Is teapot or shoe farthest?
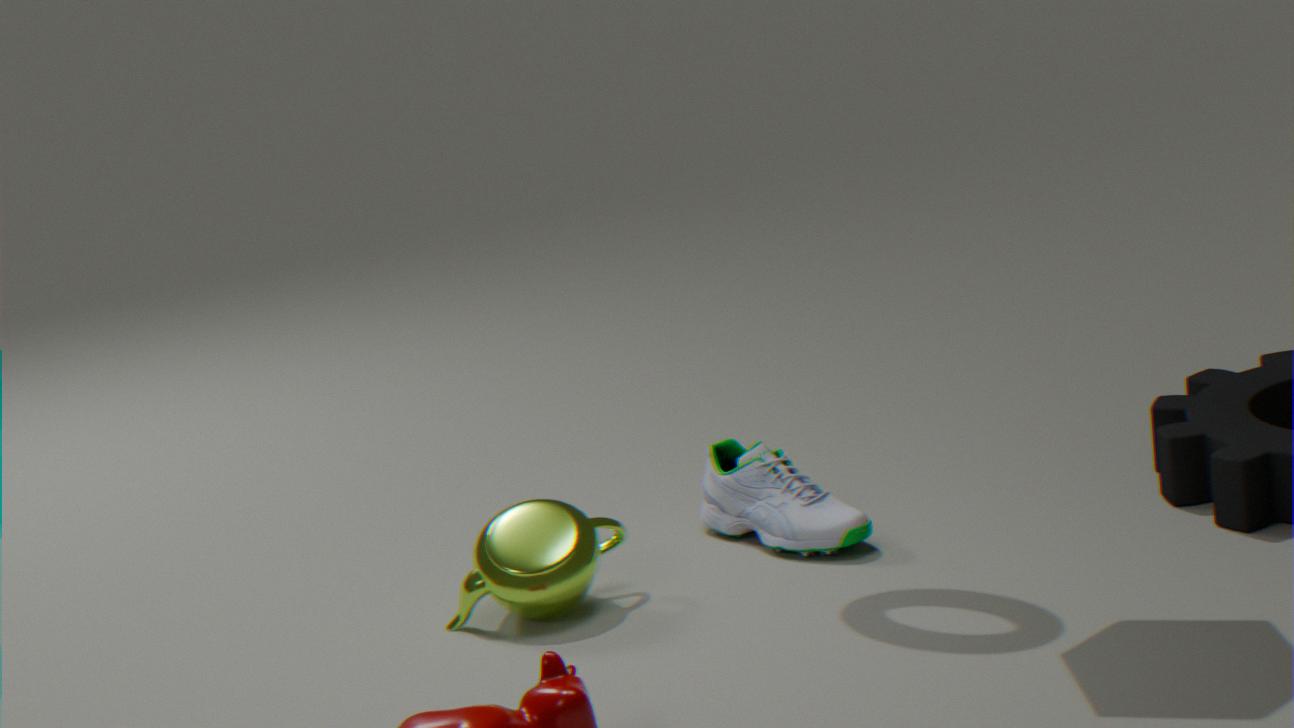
shoe
